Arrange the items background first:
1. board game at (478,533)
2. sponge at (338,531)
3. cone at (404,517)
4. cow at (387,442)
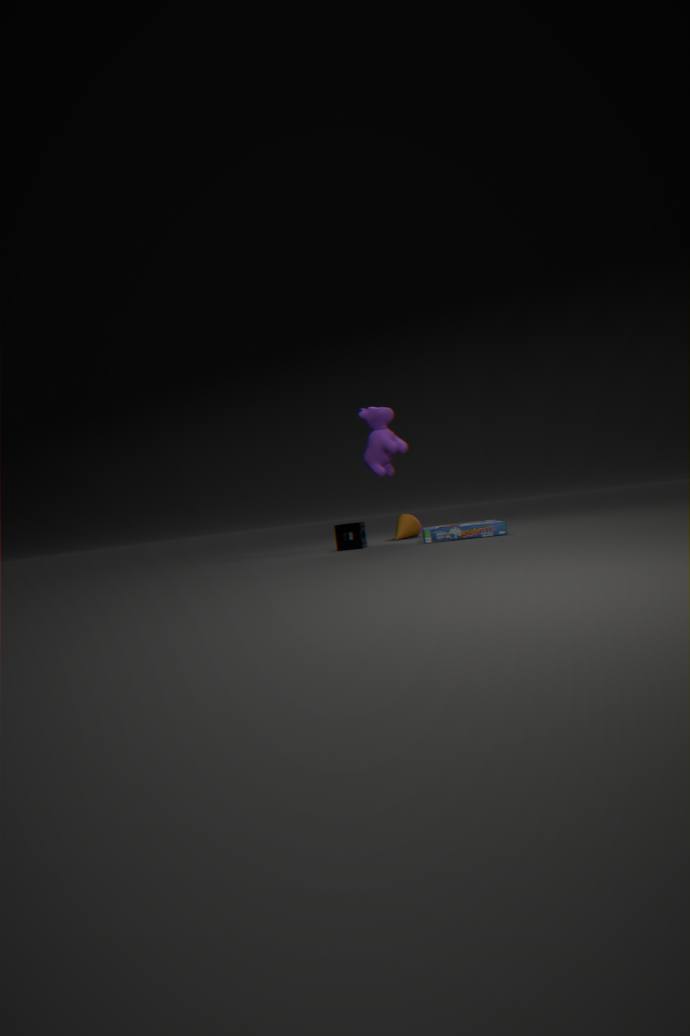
cone at (404,517), cow at (387,442), sponge at (338,531), board game at (478,533)
